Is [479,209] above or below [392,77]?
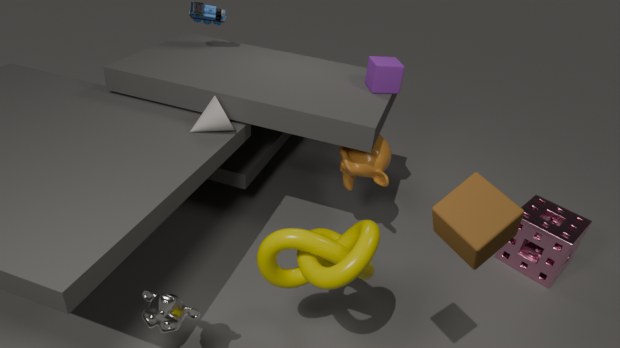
above
